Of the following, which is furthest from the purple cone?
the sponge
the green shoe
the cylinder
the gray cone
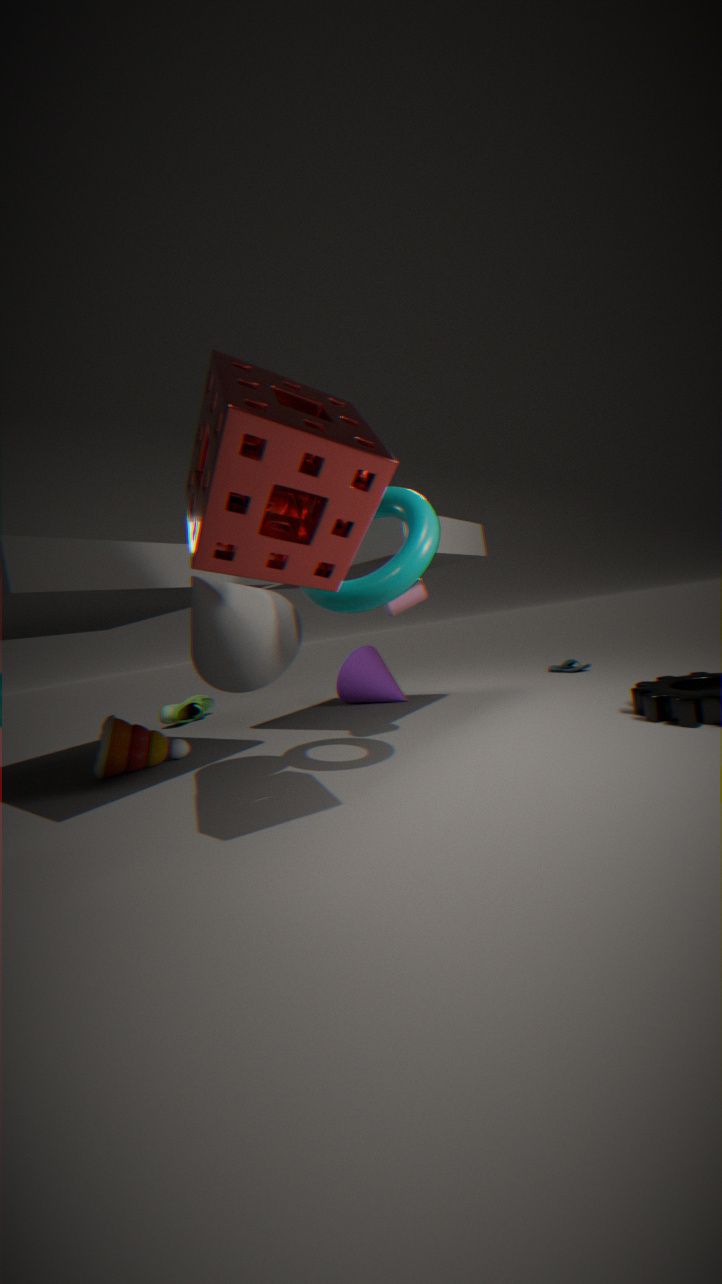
the sponge
